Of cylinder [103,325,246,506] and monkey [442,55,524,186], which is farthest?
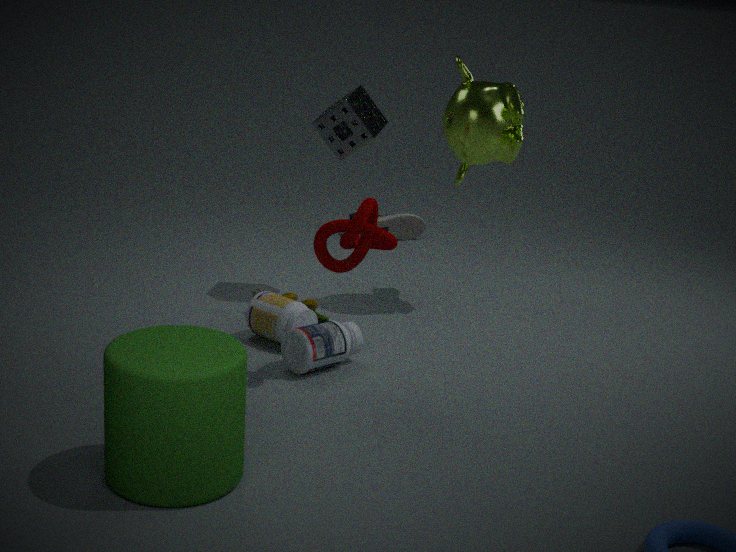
monkey [442,55,524,186]
